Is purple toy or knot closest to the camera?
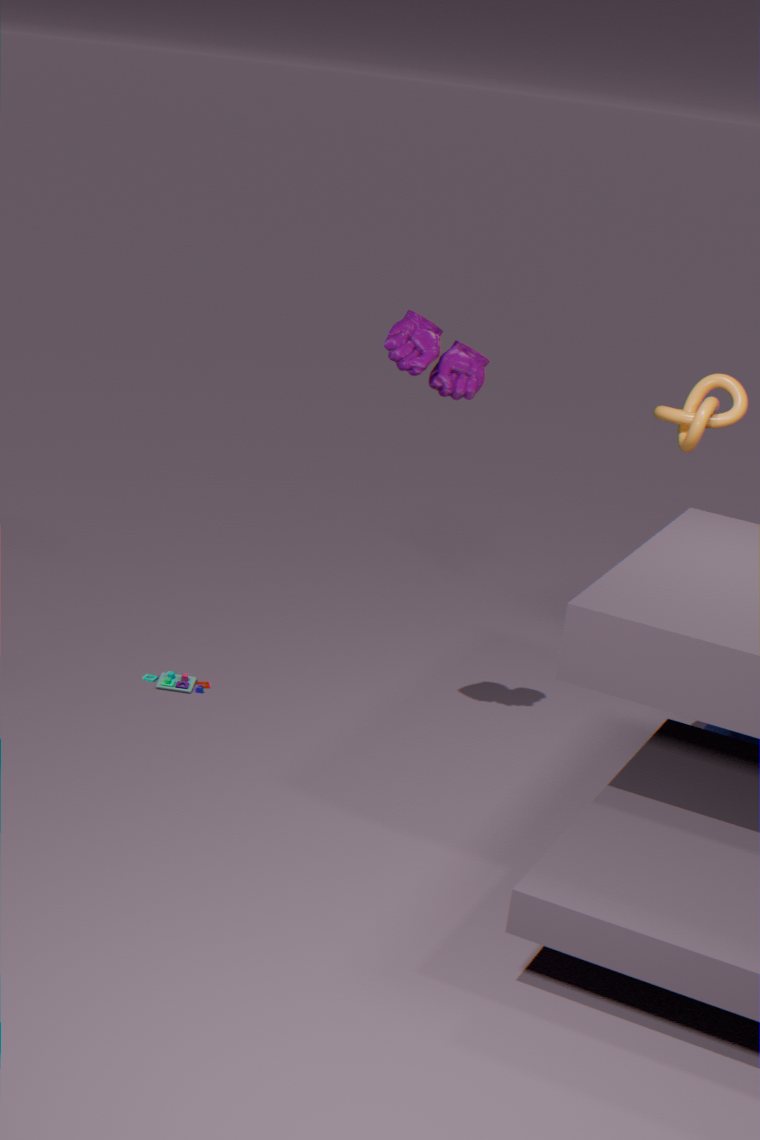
purple toy
